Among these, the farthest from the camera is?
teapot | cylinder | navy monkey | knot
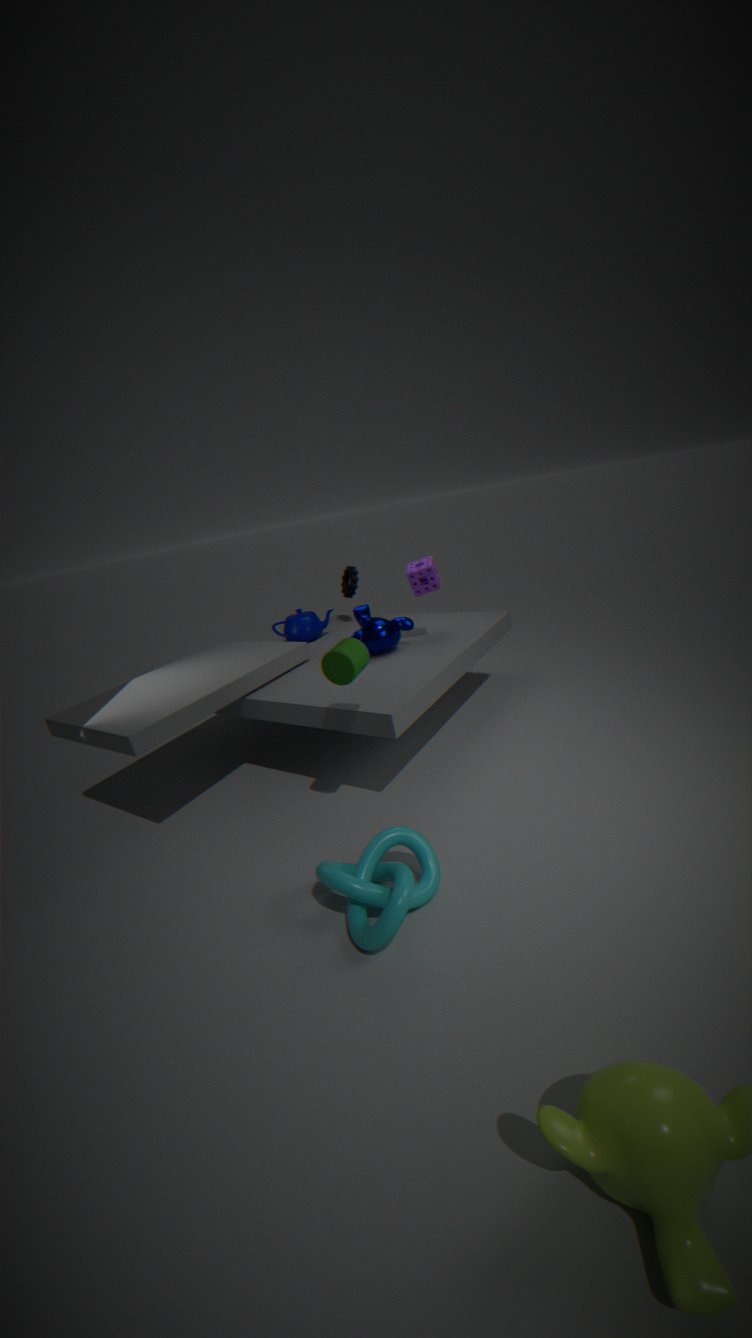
teapot
